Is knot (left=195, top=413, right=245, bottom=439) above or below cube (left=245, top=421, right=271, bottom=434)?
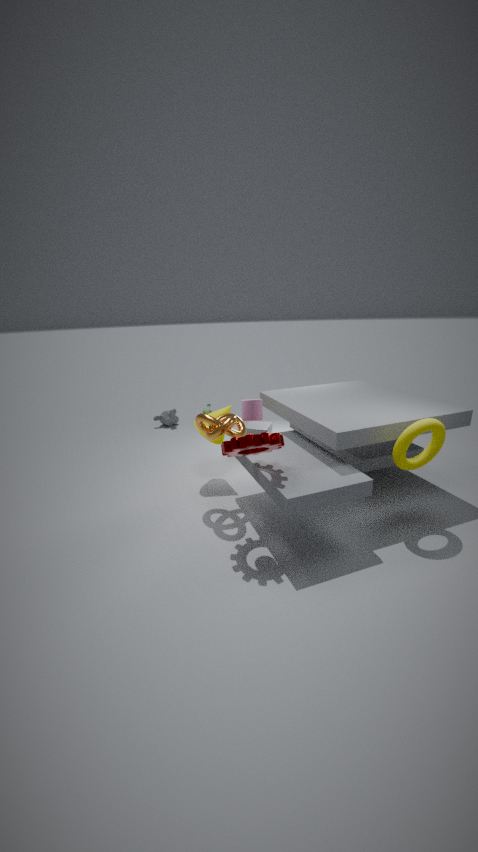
above
